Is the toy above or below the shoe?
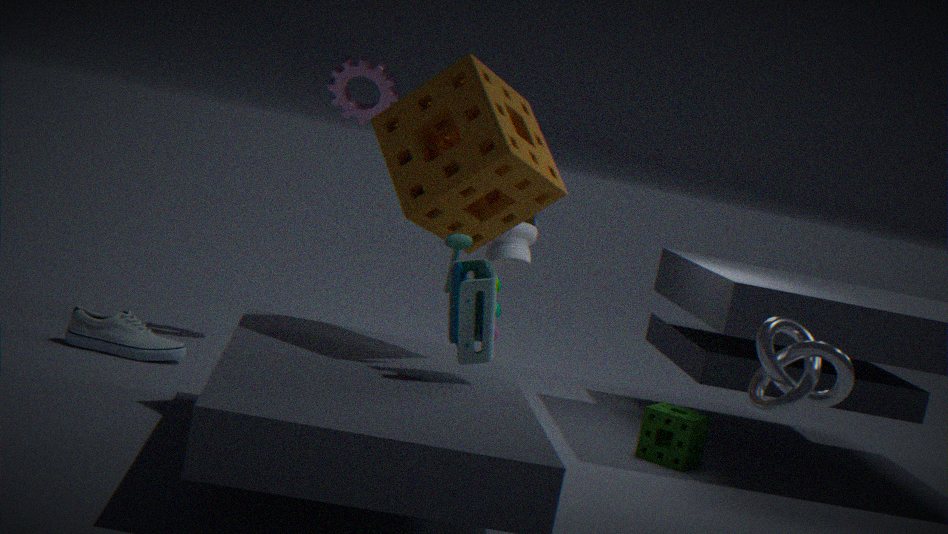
above
